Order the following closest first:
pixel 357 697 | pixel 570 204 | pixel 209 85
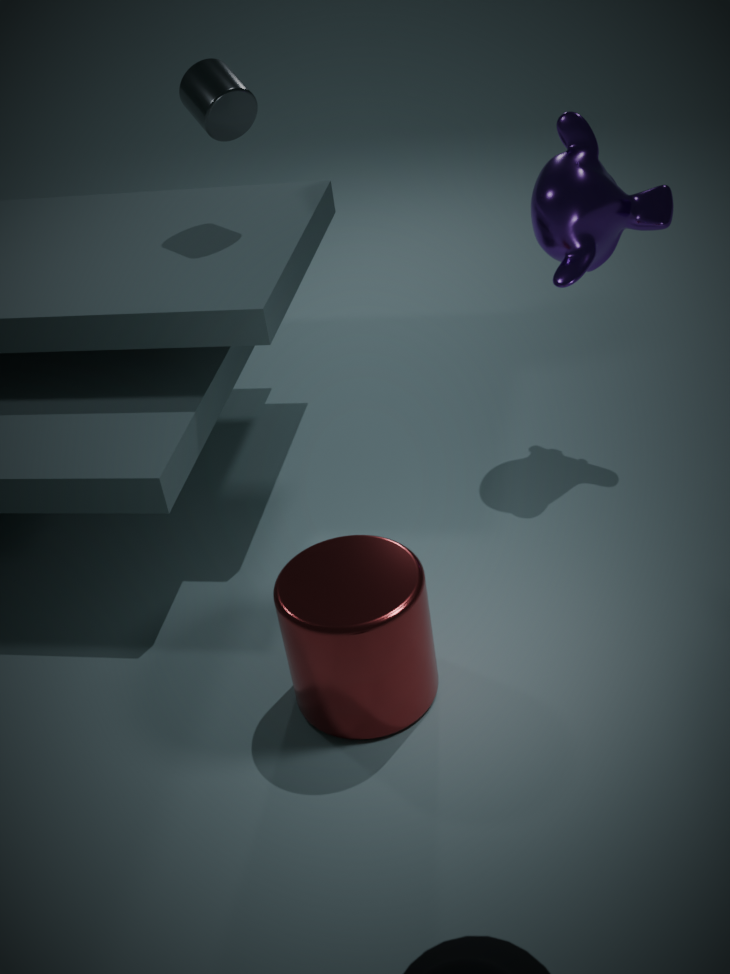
pixel 357 697 → pixel 570 204 → pixel 209 85
